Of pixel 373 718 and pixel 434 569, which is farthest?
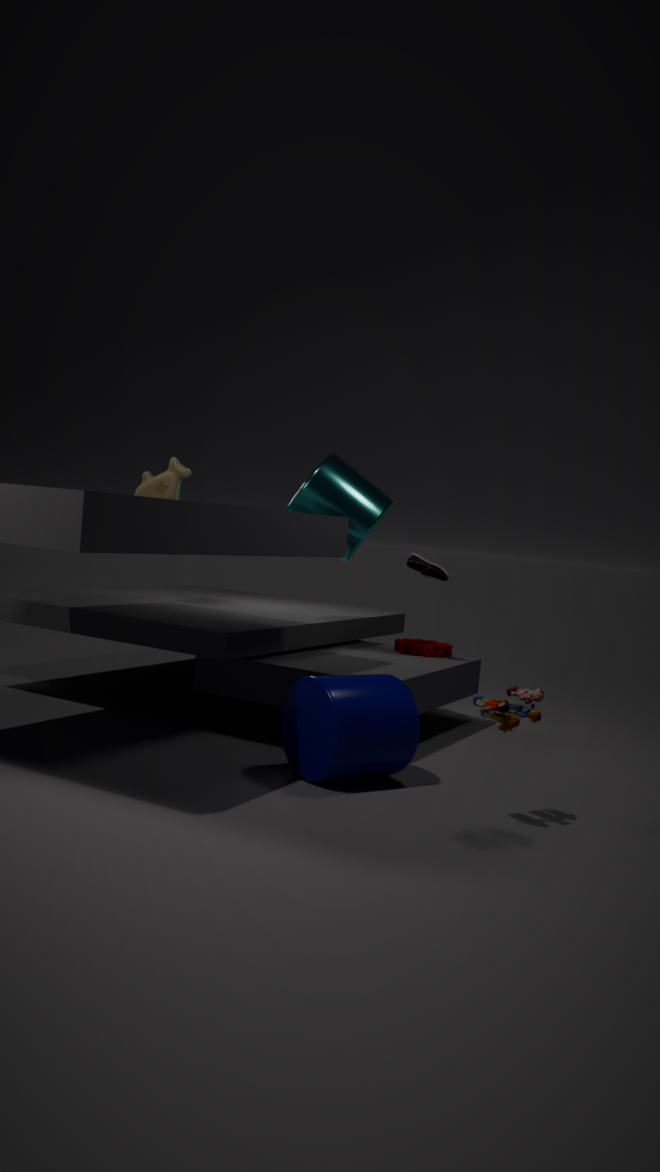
pixel 434 569
